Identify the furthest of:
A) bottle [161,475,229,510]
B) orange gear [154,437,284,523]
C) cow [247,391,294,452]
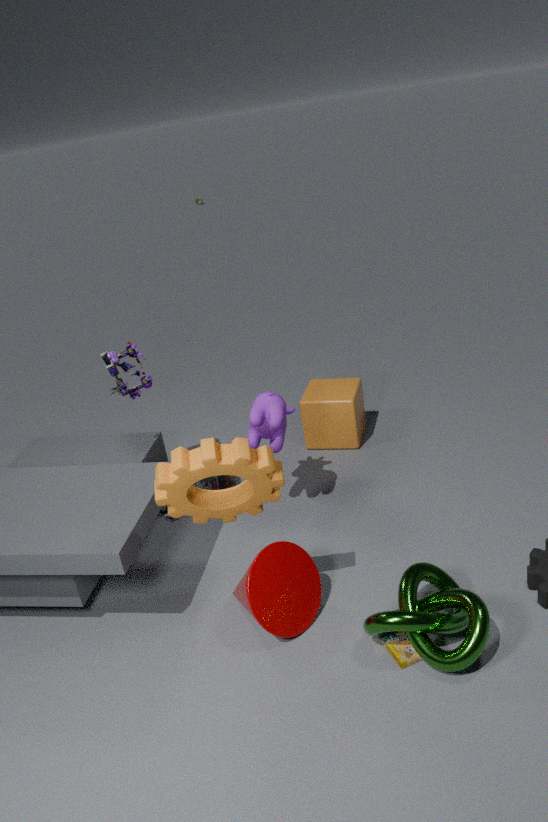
bottle [161,475,229,510]
